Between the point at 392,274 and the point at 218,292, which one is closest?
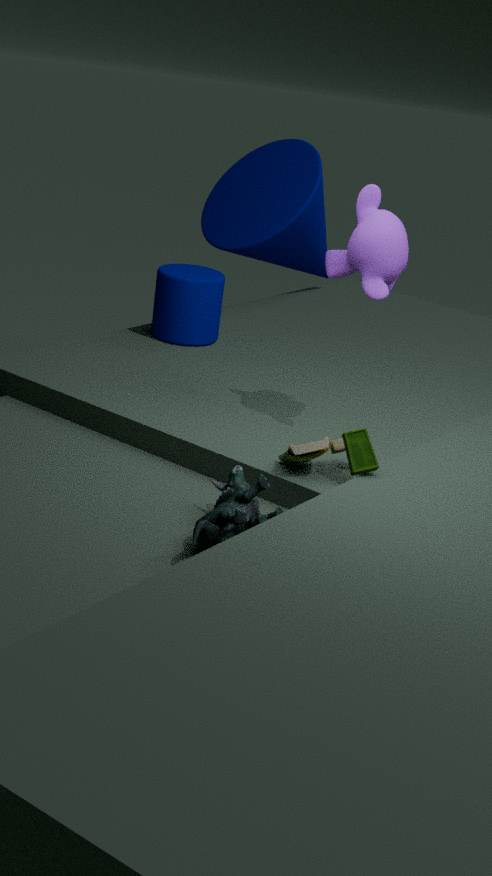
the point at 392,274
